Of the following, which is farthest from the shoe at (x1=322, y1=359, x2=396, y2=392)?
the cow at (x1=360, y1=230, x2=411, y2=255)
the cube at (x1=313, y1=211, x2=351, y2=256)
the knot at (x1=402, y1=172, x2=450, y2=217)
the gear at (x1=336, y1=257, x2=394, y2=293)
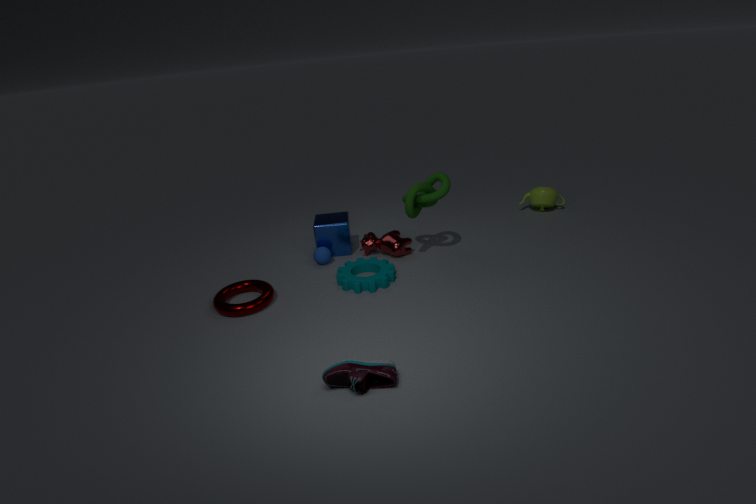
the cube at (x1=313, y1=211, x2=351, y2=256)
